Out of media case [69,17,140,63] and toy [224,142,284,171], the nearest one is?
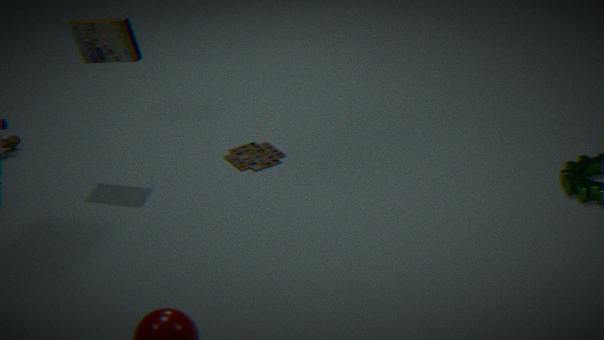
media case [69,17,140,63]
